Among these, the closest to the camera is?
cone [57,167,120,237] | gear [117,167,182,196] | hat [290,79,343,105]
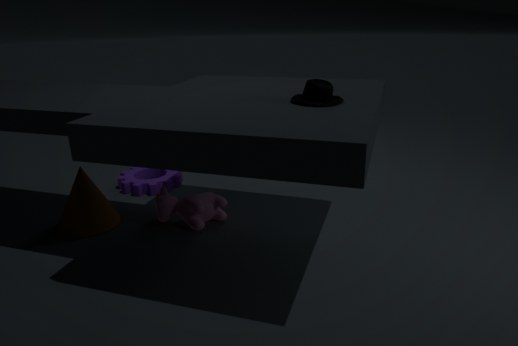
hat [290,79,343,105]
